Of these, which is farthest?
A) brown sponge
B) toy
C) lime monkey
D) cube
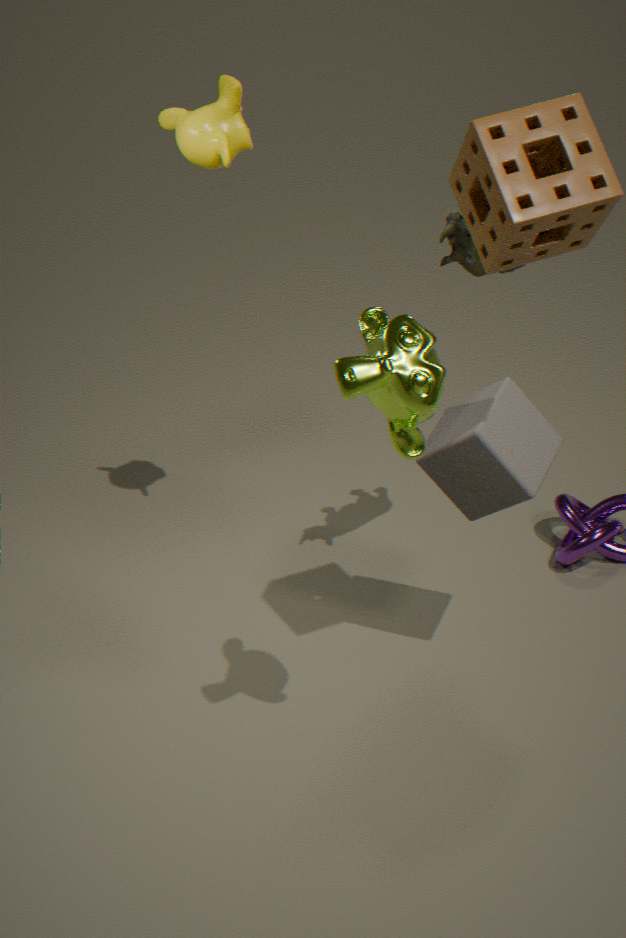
toy
